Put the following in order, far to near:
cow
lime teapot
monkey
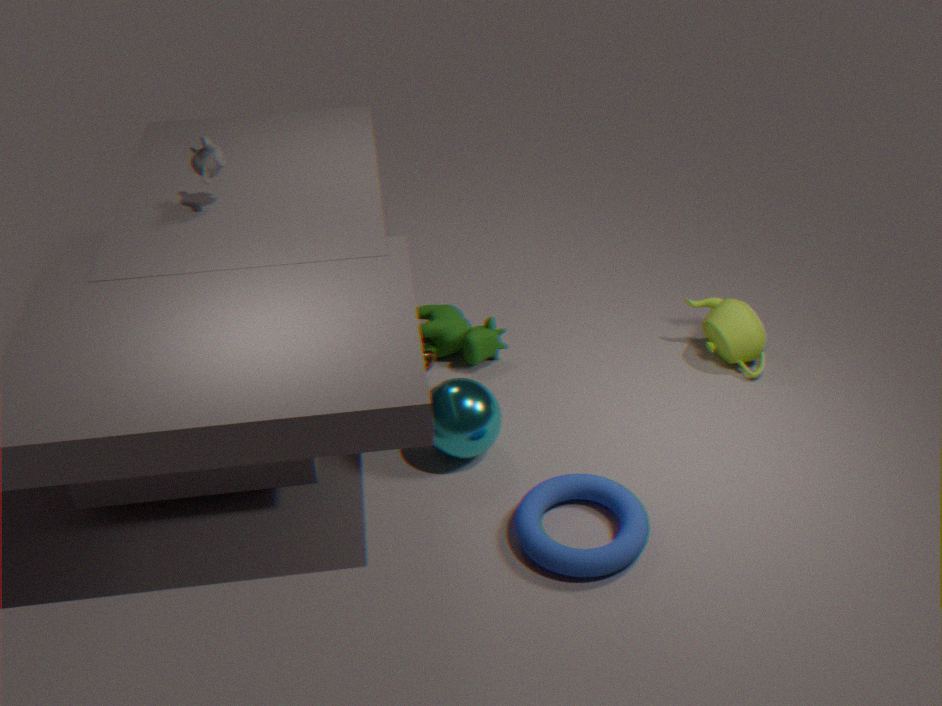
cow → lime teapot → monkey
